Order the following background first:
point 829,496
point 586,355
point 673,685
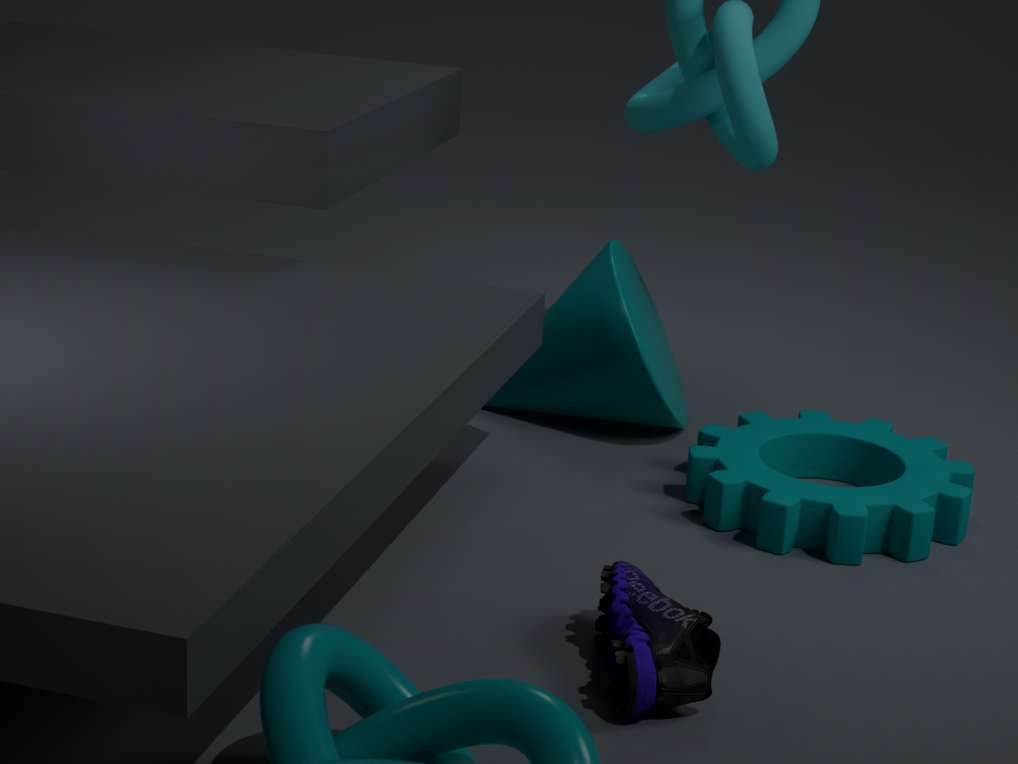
point 586,355 < point 829,496 < point 673,685
